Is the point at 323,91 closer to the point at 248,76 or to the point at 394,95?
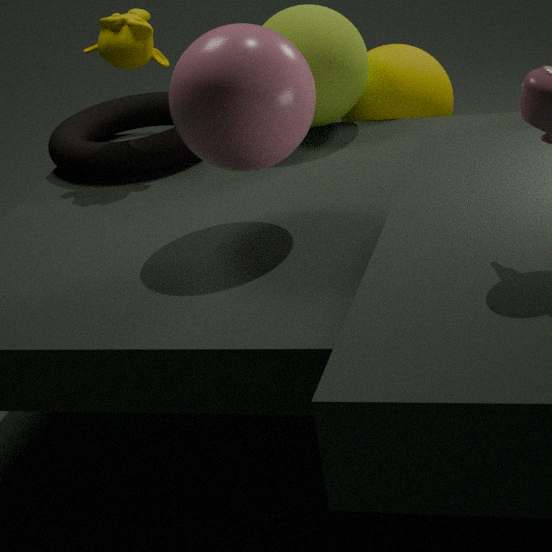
the point at 394,95
